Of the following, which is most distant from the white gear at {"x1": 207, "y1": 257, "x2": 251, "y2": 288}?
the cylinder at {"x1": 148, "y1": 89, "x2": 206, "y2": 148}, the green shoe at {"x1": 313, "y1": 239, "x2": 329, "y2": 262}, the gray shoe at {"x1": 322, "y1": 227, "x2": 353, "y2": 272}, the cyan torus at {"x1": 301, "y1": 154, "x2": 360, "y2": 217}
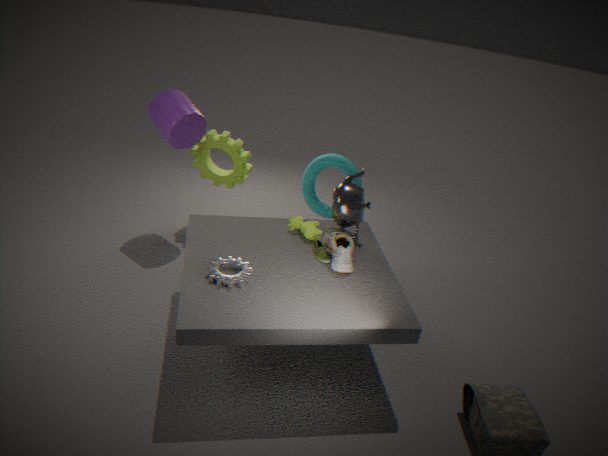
the cylinder at {"x1": 148, "y1": 89, "x2": 206, "y2": 148}
